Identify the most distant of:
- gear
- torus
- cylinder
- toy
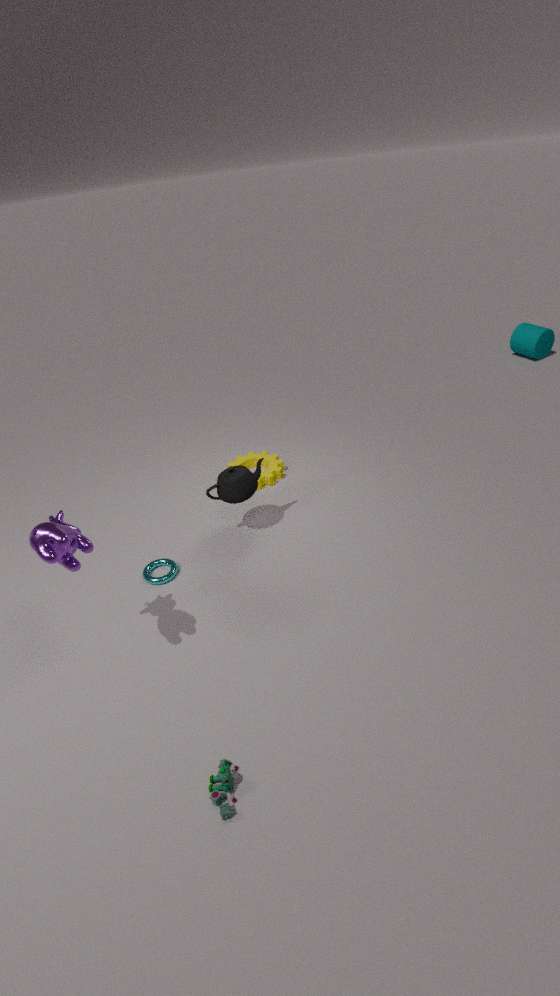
cylinder
